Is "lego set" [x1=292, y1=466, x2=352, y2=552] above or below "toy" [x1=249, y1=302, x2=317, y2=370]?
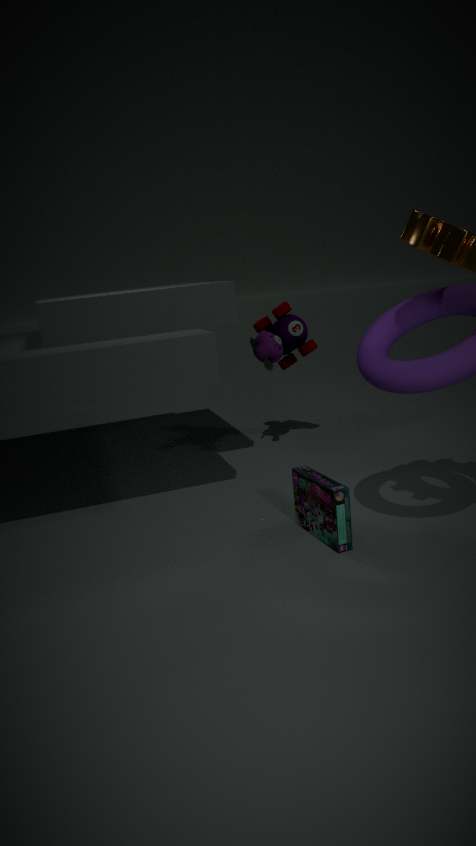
below
